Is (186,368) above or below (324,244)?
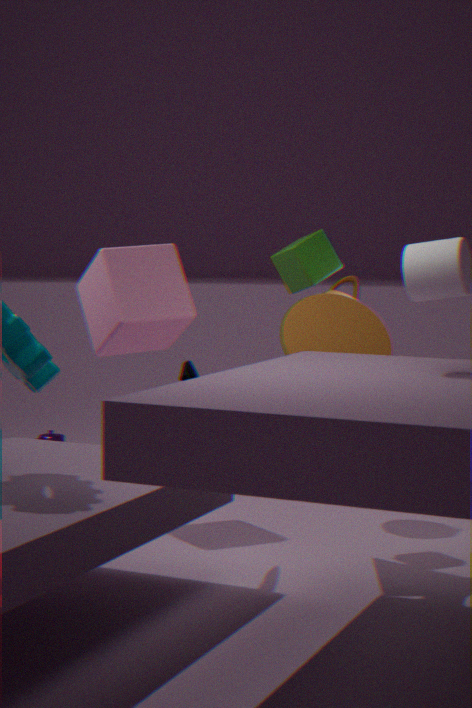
below
